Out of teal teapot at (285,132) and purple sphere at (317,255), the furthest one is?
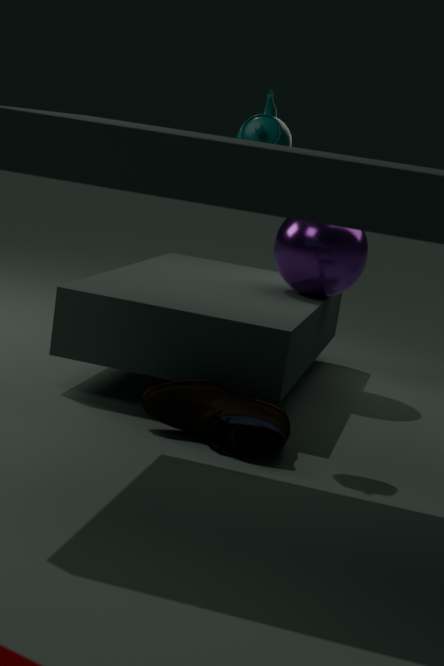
purple sphere at (317,255)
